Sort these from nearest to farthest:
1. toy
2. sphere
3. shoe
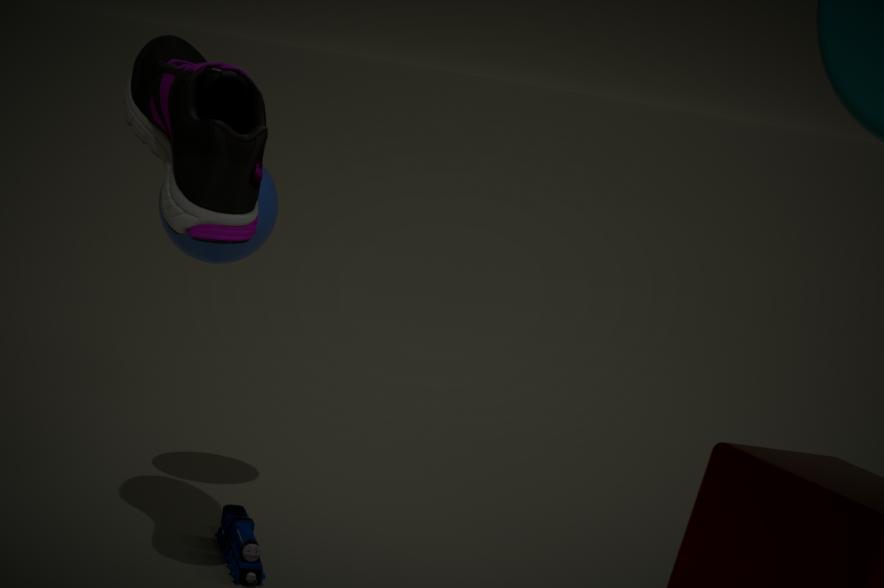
shoe < toy < sphere
